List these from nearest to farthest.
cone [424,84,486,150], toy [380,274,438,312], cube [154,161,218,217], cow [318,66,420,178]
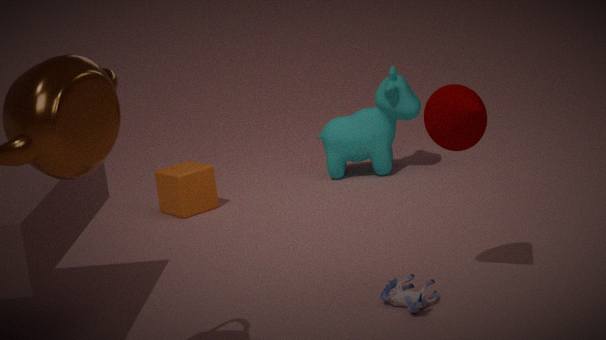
cone [424,84,486,150] < toy [380,274,438,312] < cube [154,161,218,217] < cow [318,66,420,178]
